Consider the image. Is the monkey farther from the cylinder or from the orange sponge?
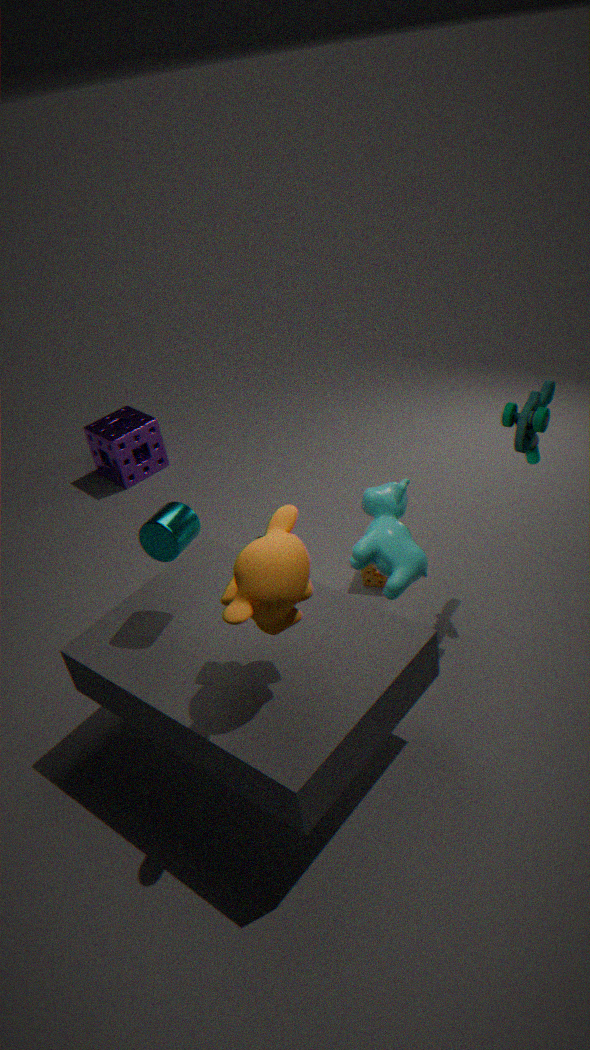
the orange sponge
